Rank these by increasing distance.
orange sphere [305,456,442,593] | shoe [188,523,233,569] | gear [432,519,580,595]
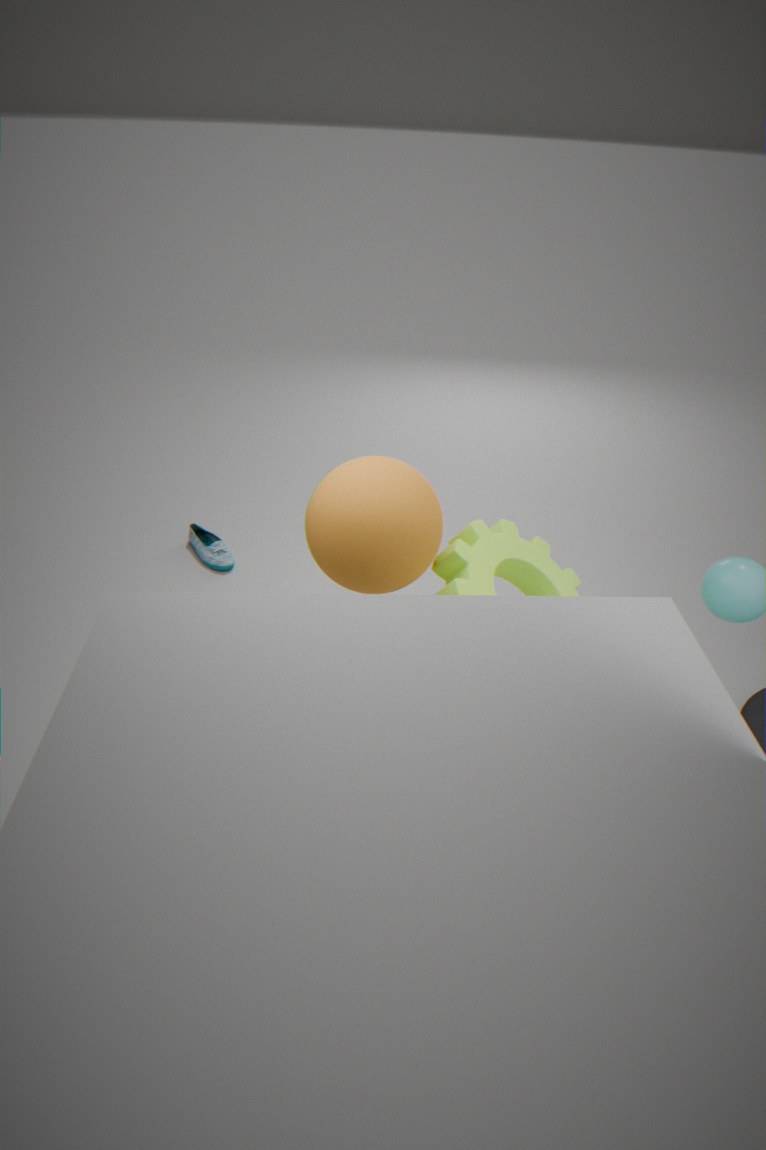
1. orange sphere [305,456,442,593]
2. gear [432,519,580,595]
3. shoe [188,523,233,569]
